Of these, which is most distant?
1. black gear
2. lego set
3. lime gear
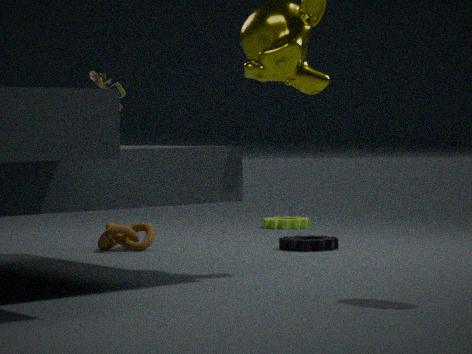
lime gear
